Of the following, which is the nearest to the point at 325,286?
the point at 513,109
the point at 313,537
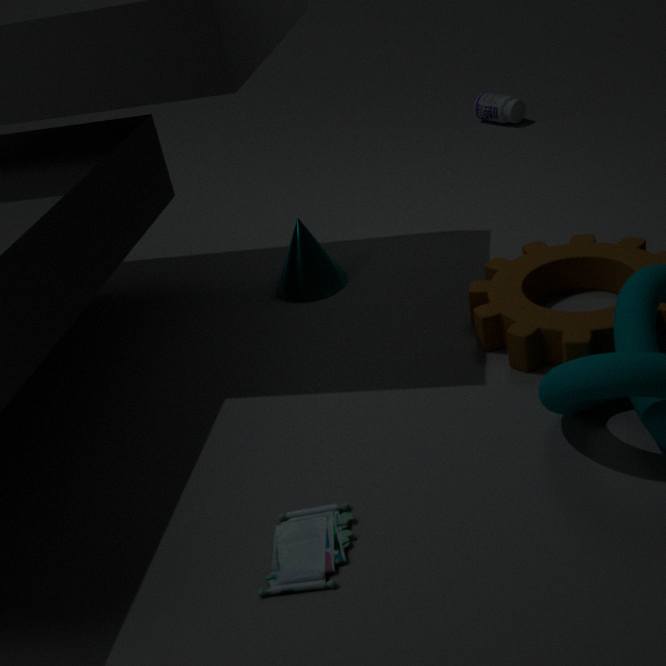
the point at 313,537
